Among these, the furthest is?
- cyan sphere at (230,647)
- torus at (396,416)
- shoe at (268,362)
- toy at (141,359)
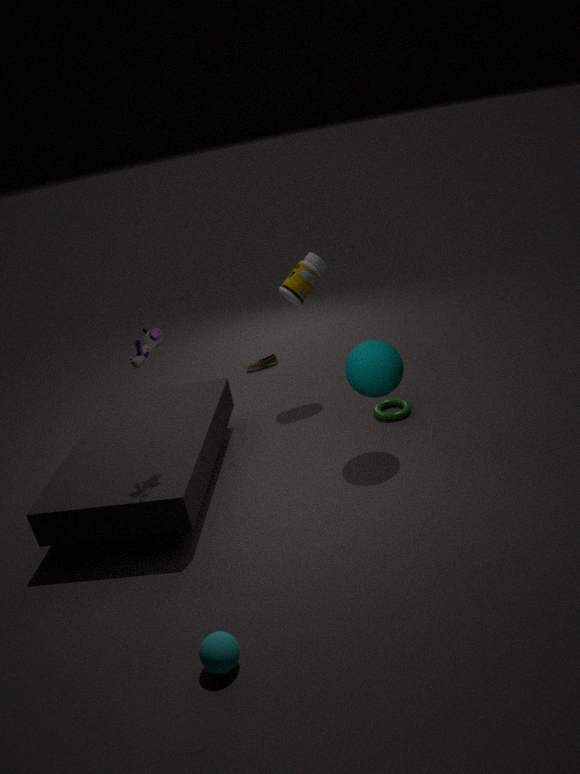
shoe at (268,362)
